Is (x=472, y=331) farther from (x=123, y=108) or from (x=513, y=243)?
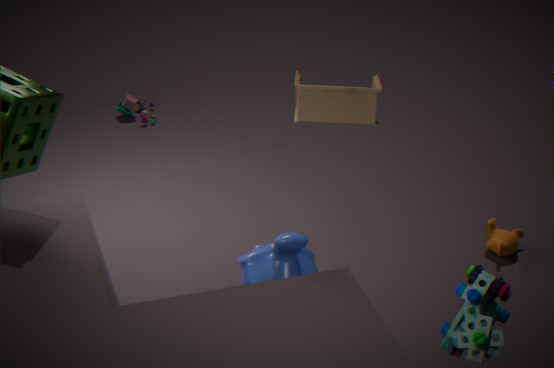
(x=123, y=108)
